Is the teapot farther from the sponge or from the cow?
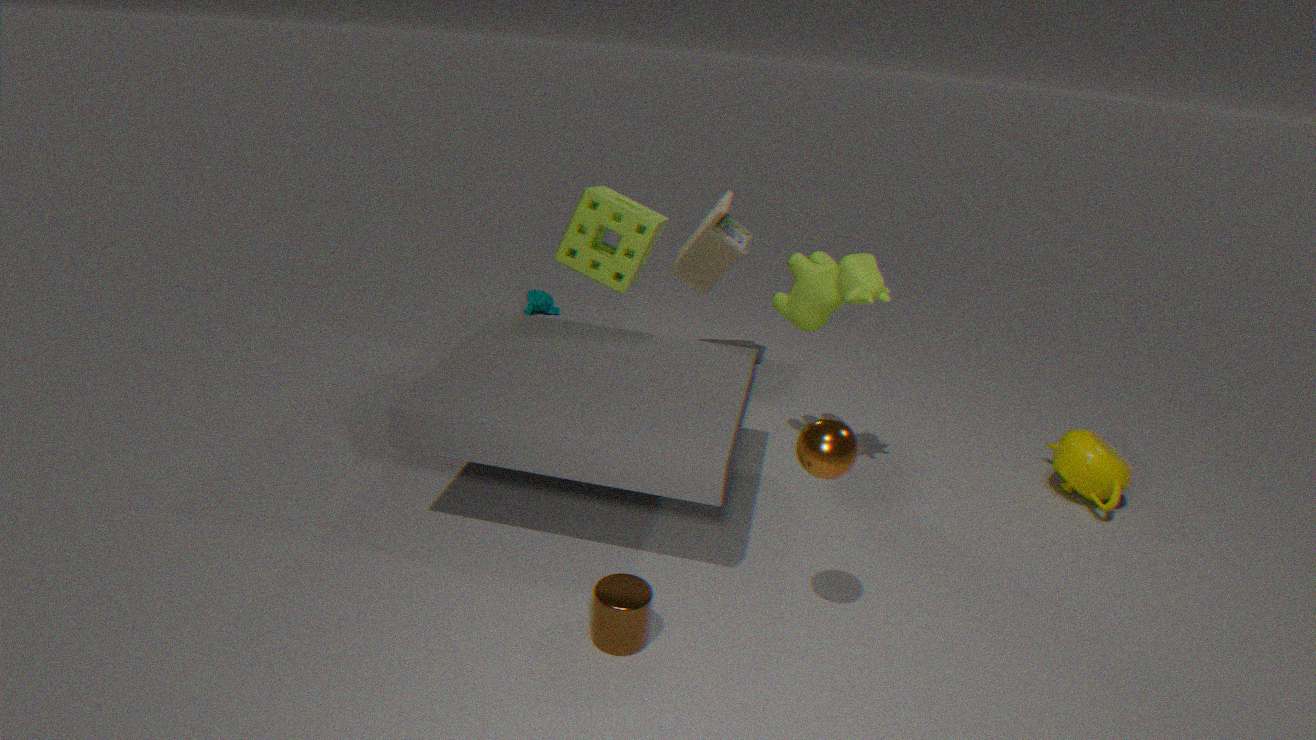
the sponge
